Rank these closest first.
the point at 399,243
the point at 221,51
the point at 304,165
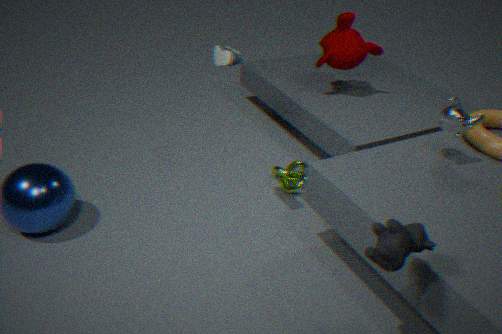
the point at 399,243, the point at 221,51, the point at 304,165
